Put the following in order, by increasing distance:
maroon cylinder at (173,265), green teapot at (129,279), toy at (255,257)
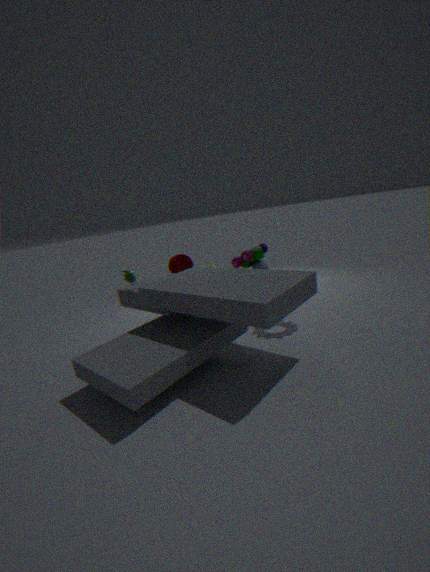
green teapot at (129,279) → toy at (255,257) → maroon cylinder at (173,265)
